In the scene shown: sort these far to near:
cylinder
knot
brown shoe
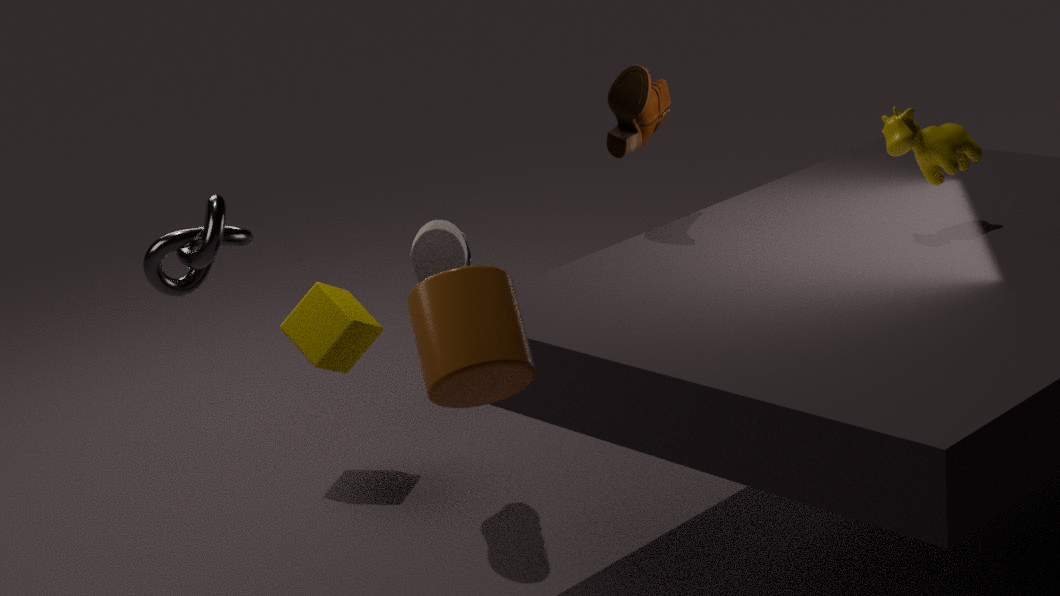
brown shoe, knot, cylinder
